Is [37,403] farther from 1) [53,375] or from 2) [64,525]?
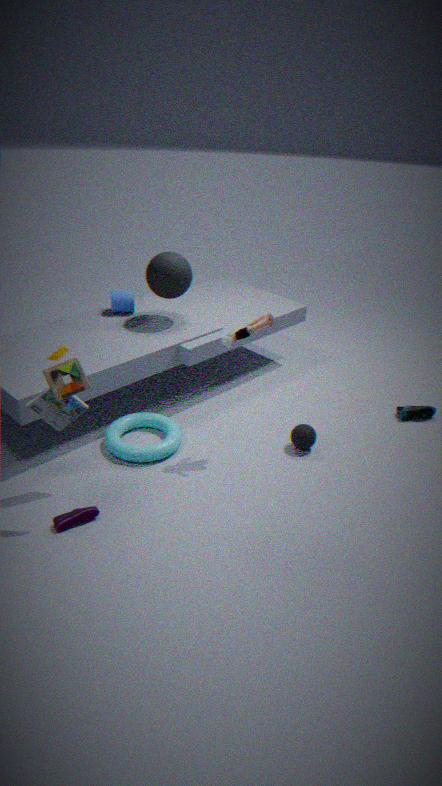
2) [64,525]
